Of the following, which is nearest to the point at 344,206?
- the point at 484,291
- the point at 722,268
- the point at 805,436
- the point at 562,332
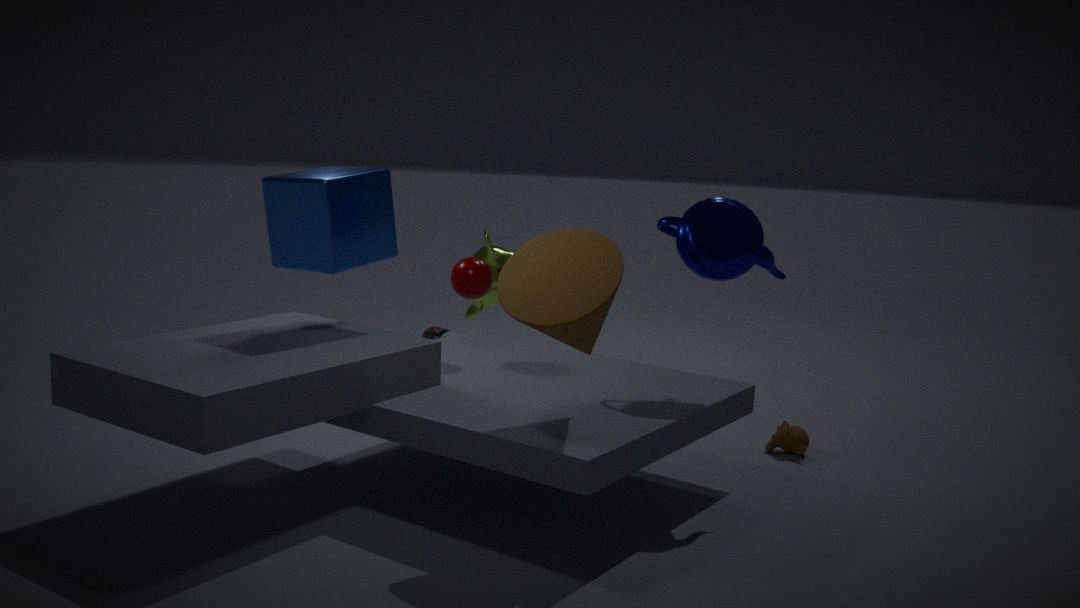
the point at 484,291
